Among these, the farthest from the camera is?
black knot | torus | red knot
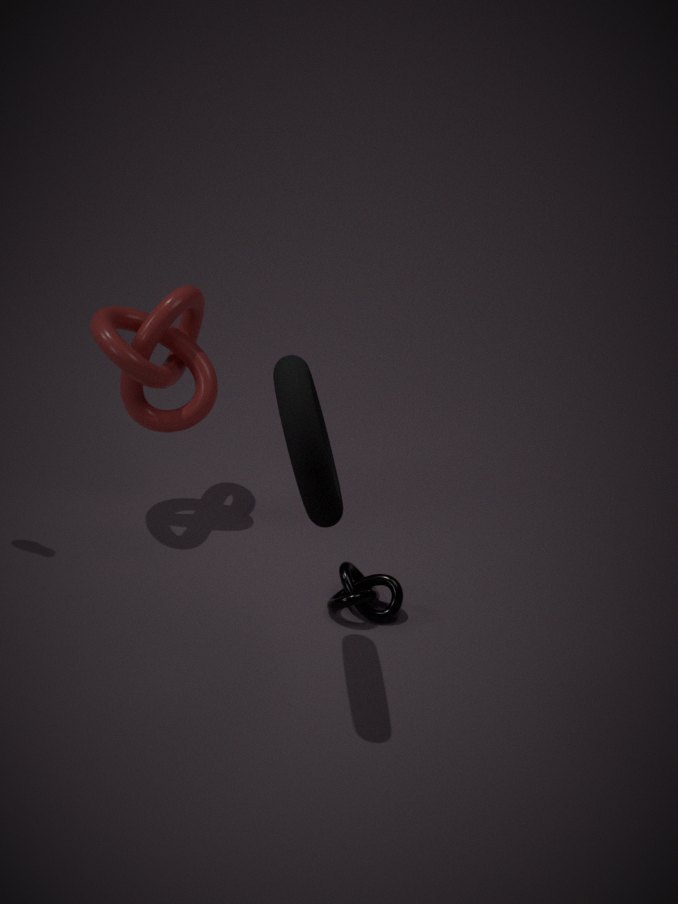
red knot
